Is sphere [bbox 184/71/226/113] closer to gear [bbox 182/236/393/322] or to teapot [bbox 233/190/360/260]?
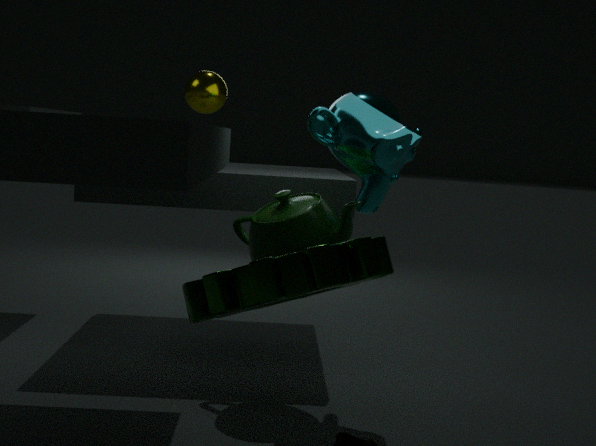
teapot [bbox 233/190/360/260]
